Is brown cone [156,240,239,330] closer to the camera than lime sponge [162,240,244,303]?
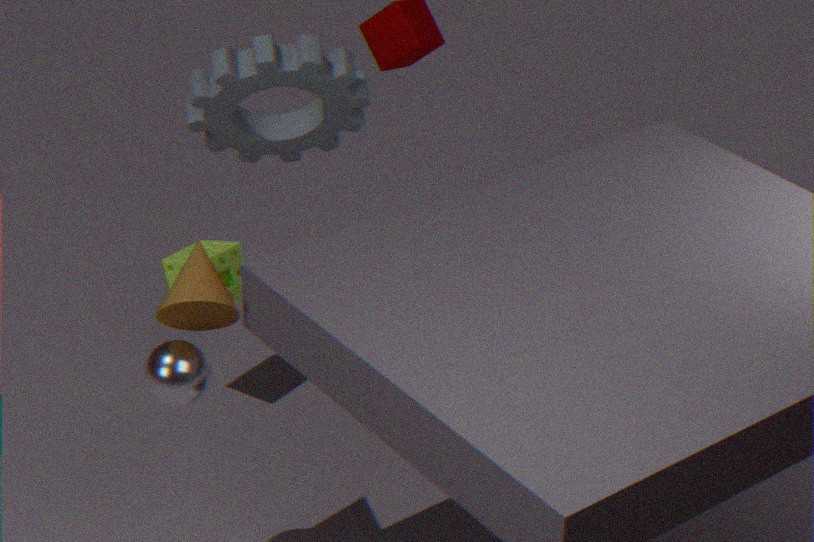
Yes
